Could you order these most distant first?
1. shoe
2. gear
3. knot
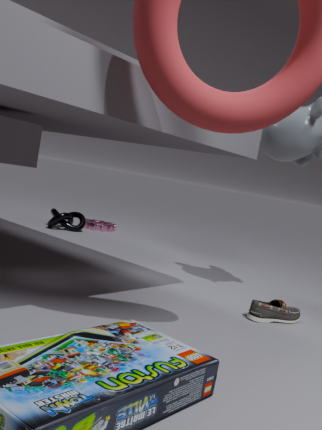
gear < knot < shoe
